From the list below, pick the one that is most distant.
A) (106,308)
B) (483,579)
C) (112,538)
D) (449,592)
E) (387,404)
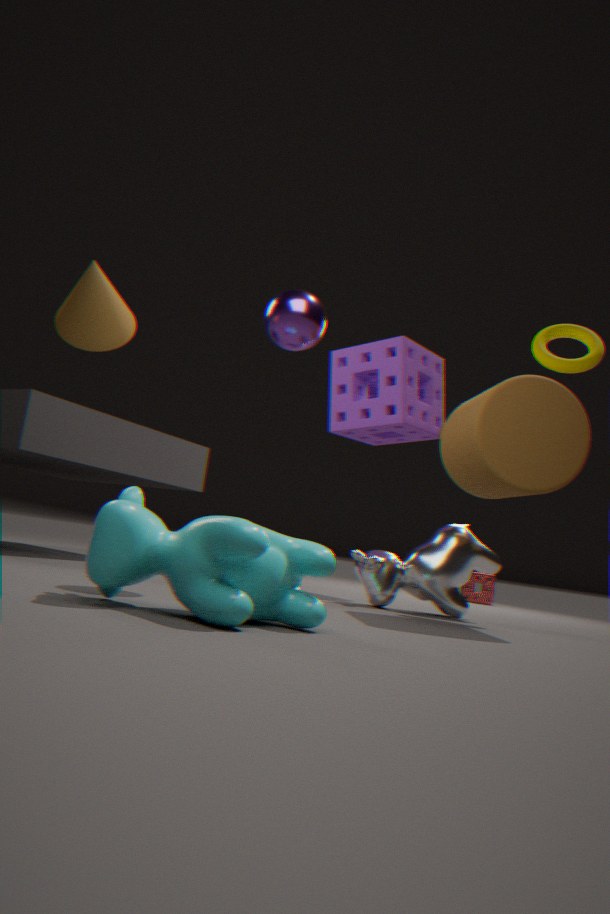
(483,579)
